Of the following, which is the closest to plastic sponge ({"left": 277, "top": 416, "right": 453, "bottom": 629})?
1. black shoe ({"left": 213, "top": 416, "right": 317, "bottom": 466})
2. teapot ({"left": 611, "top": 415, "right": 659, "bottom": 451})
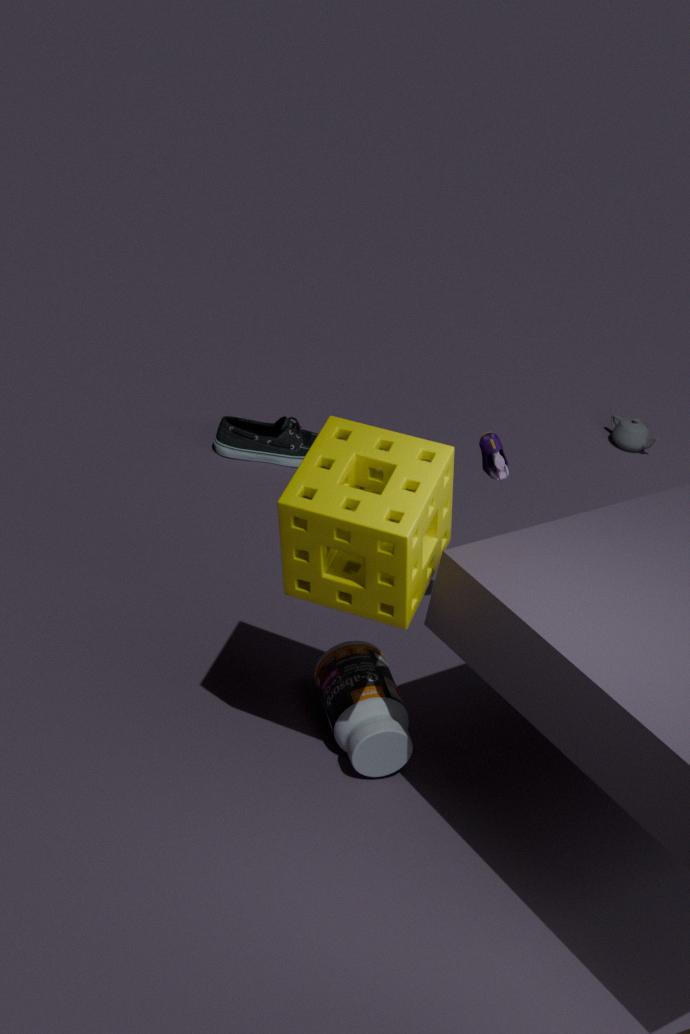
black shoe ({"left": 213, "top": 416, "right": 317, "bottom": 466})
